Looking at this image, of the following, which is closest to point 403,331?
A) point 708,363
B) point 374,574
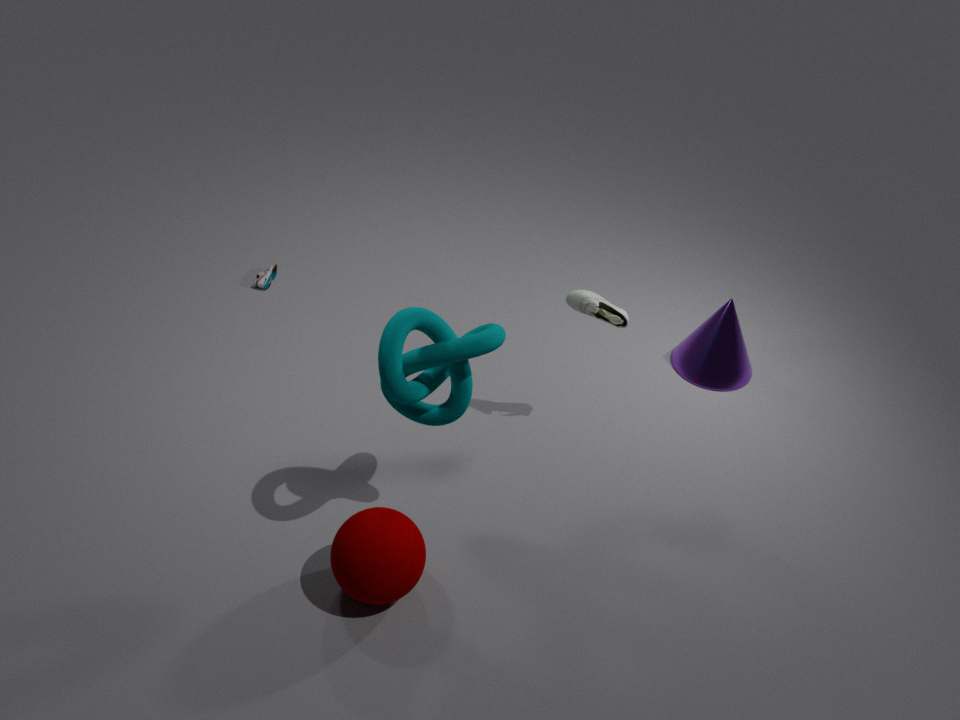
point 374,574
